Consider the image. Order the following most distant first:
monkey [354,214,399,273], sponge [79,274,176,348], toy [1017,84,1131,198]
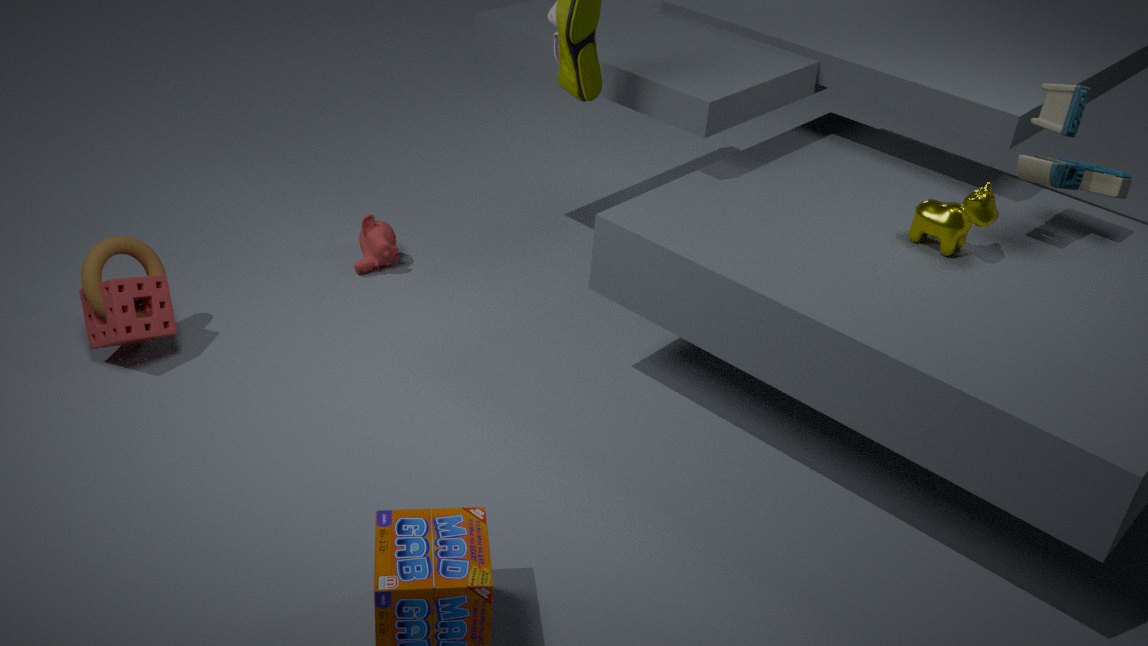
monkey [354,214,399,273]
sponge [79,274,176,348]
toy [1017,84,1131,198]
